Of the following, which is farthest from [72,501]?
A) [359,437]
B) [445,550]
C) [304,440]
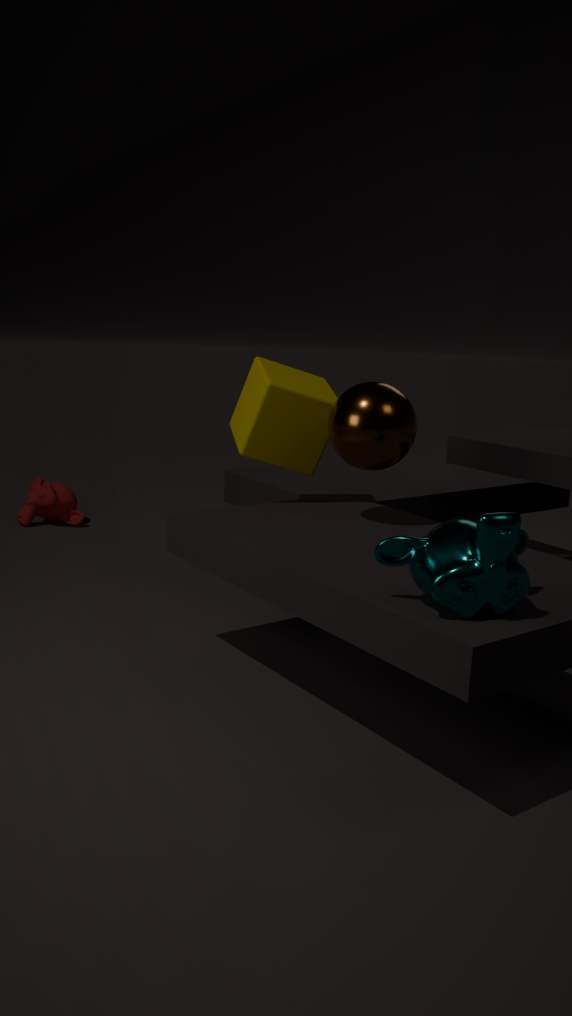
[445,550]
